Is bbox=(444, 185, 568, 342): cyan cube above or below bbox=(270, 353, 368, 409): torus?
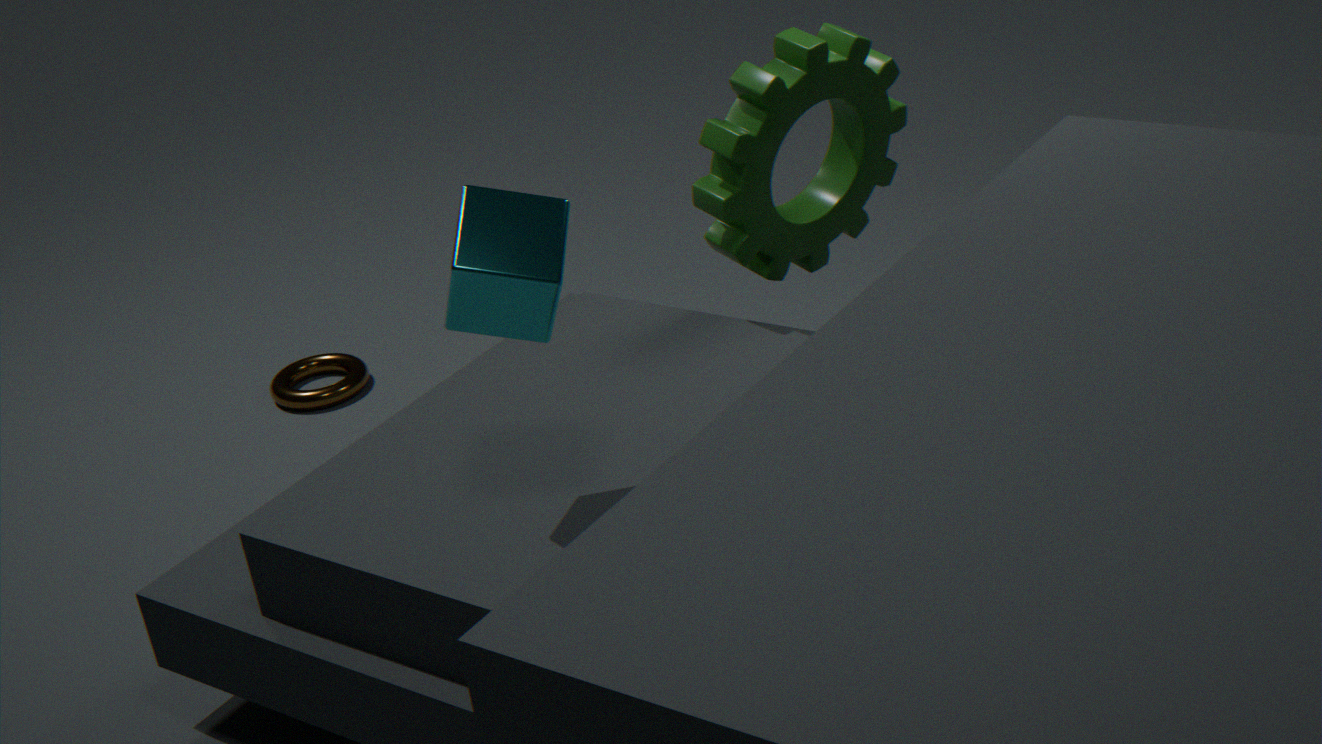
above
